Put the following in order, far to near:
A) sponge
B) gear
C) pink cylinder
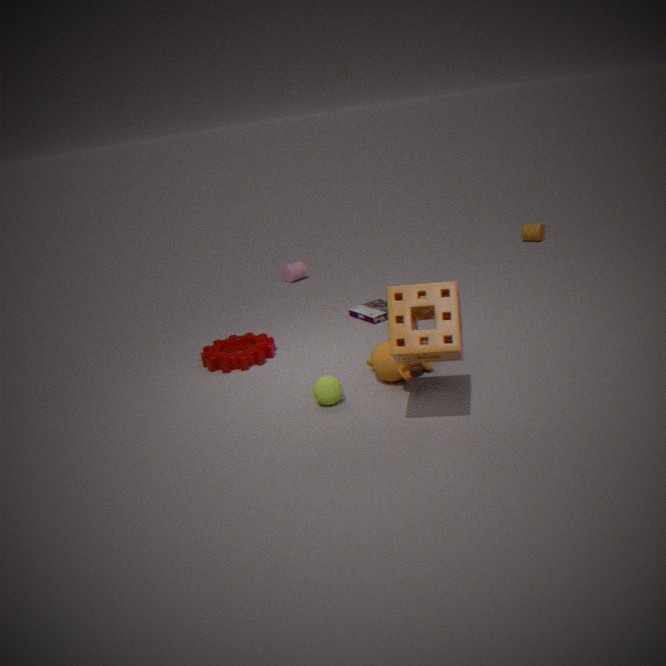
pink cylinder, gear, sponge
